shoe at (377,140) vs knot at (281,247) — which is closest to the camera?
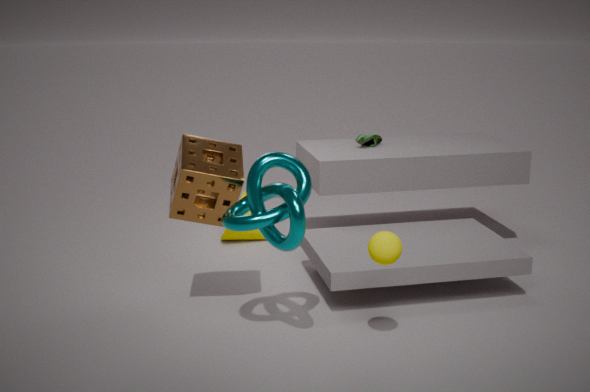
knot at (281,247)
